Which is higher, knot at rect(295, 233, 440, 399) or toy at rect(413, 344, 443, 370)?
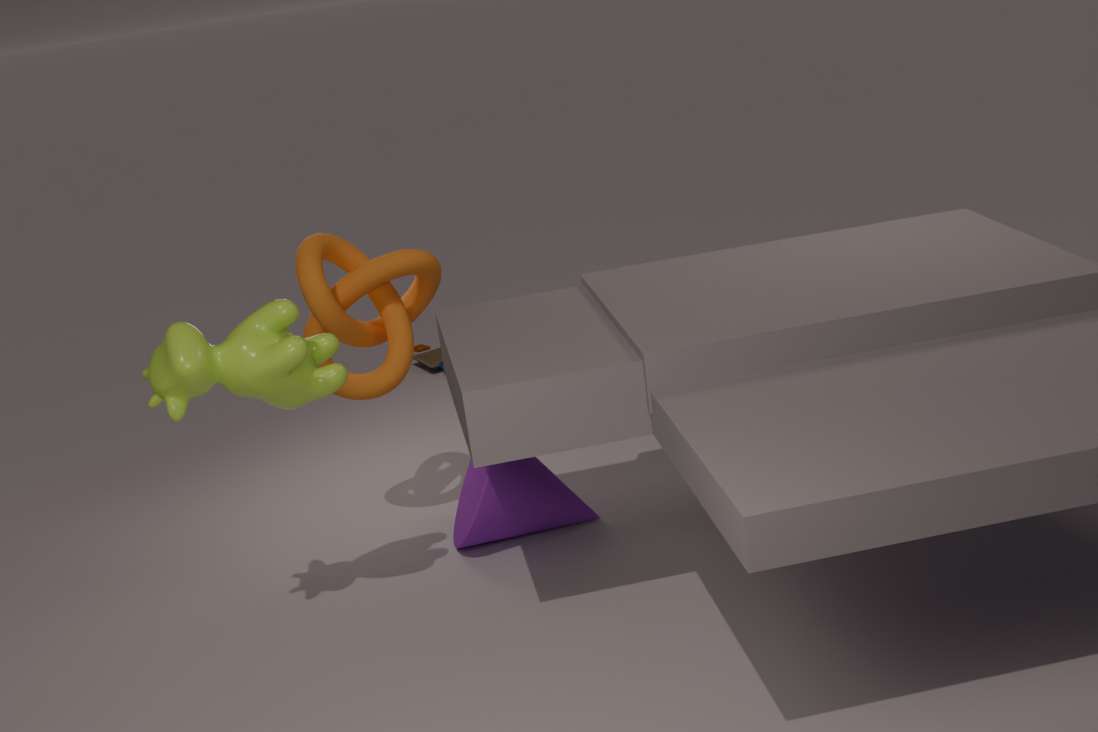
knot at rect(295, 233, 440, 399)
